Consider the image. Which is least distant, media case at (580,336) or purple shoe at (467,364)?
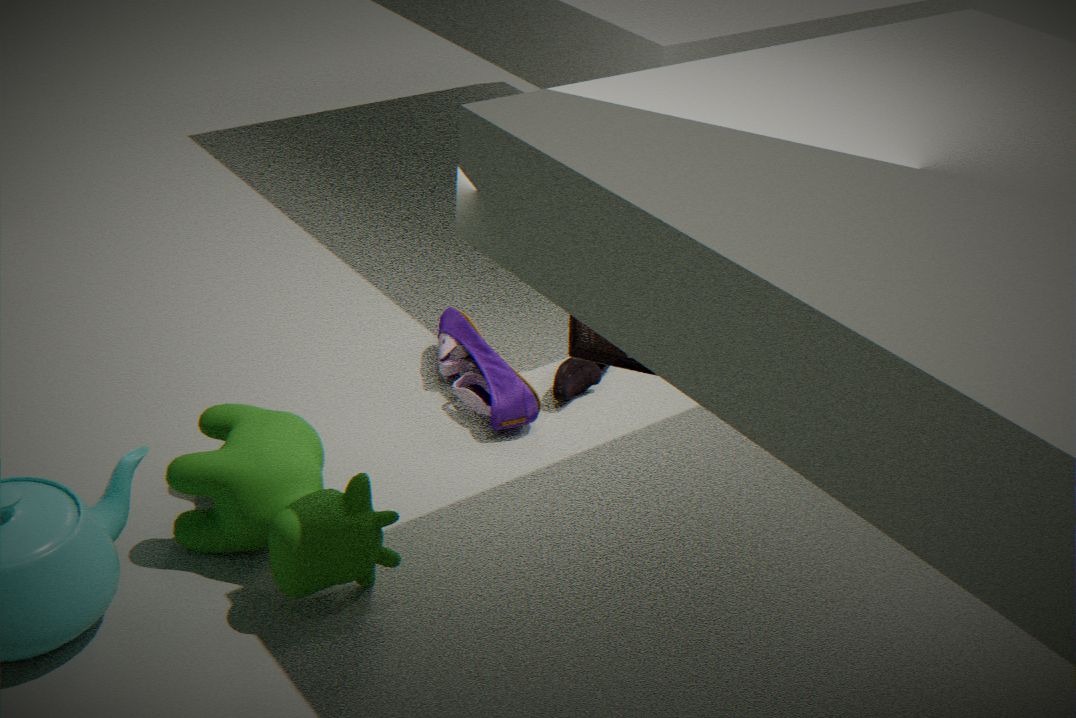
media case at (580,336)
